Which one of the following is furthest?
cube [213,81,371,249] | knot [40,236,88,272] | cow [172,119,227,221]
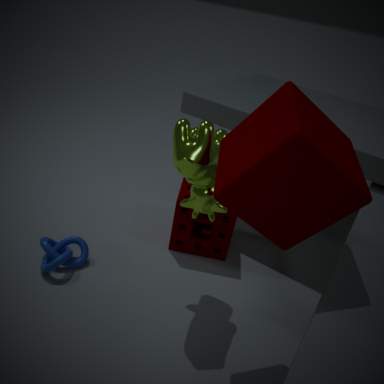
knot [40,236,88,272]
